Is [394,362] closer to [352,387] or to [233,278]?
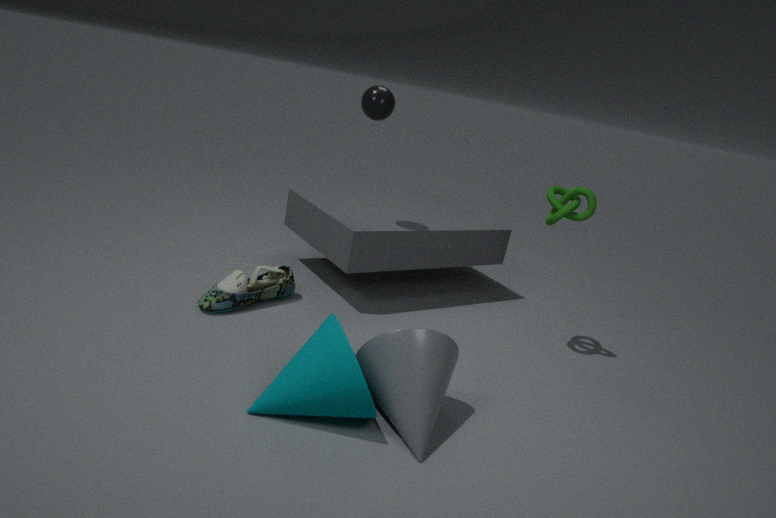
[352,387]
